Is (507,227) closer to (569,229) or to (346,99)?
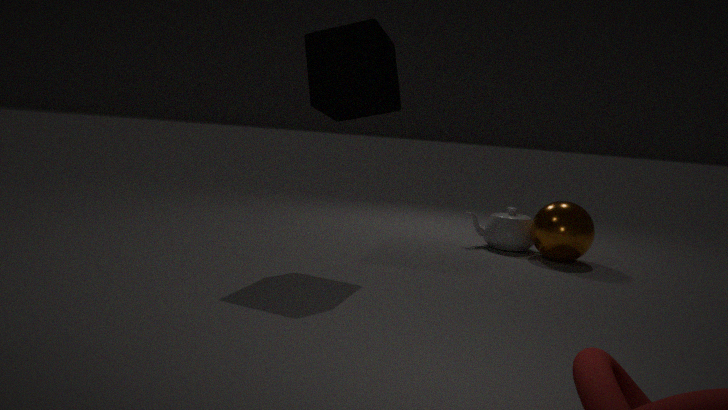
(569,229)
